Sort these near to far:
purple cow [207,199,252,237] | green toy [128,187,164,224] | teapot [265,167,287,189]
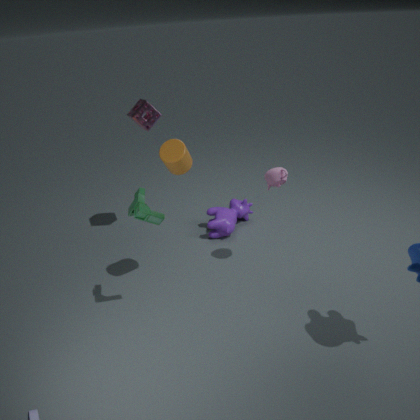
green toy [128,187,164,224] → teapot [265,167,287,189] → purple cow [207,199,252,237]
